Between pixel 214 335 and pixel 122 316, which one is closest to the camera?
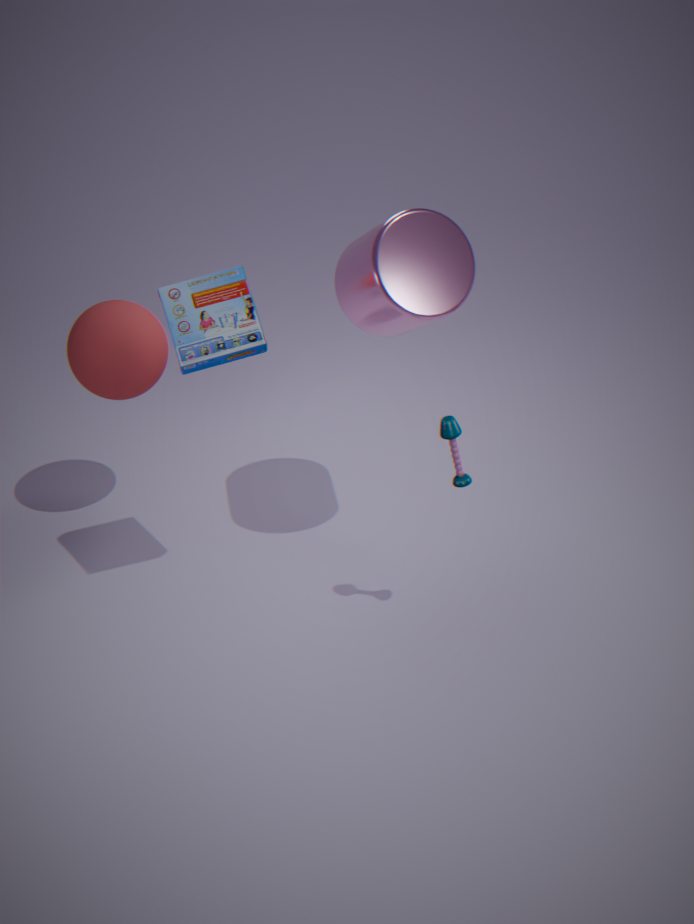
pixel 214 335
